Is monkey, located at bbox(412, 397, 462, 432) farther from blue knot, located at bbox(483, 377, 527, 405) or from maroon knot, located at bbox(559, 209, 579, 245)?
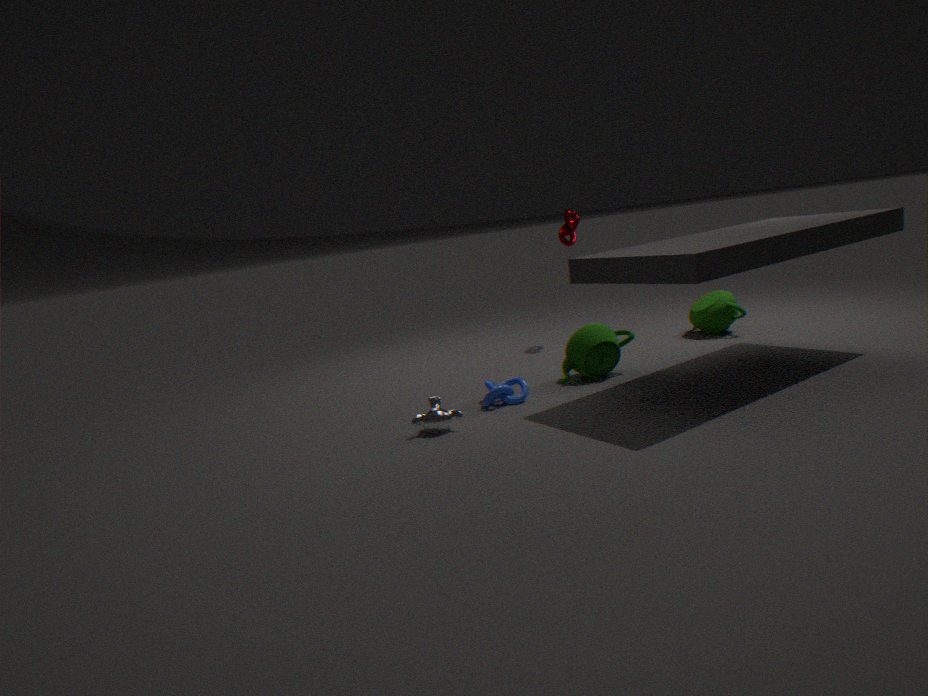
maroon knot, located at bbox(559, 209, 579, 245)
